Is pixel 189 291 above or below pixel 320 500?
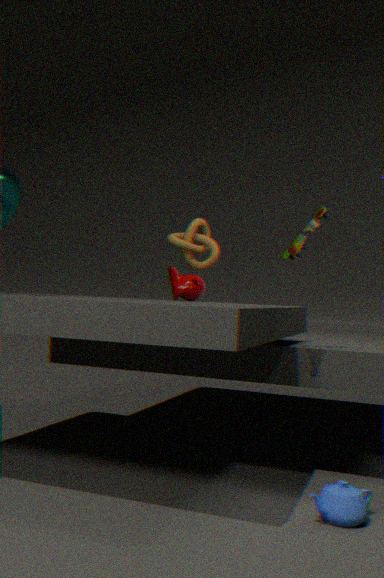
above
